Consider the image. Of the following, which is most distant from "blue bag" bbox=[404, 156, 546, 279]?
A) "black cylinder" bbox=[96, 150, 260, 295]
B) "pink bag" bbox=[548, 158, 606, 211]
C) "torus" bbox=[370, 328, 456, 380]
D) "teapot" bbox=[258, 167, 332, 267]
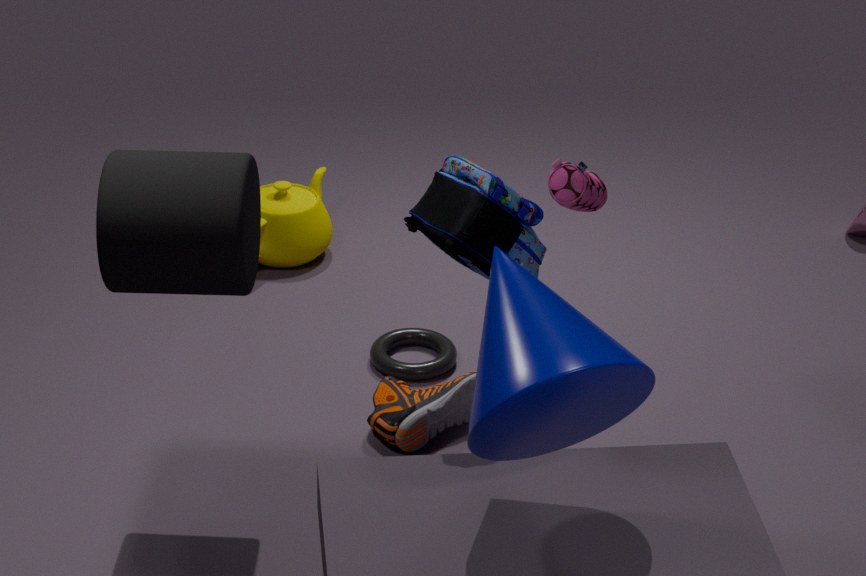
"teapot" bbox=[258, 167, 332, 267]
